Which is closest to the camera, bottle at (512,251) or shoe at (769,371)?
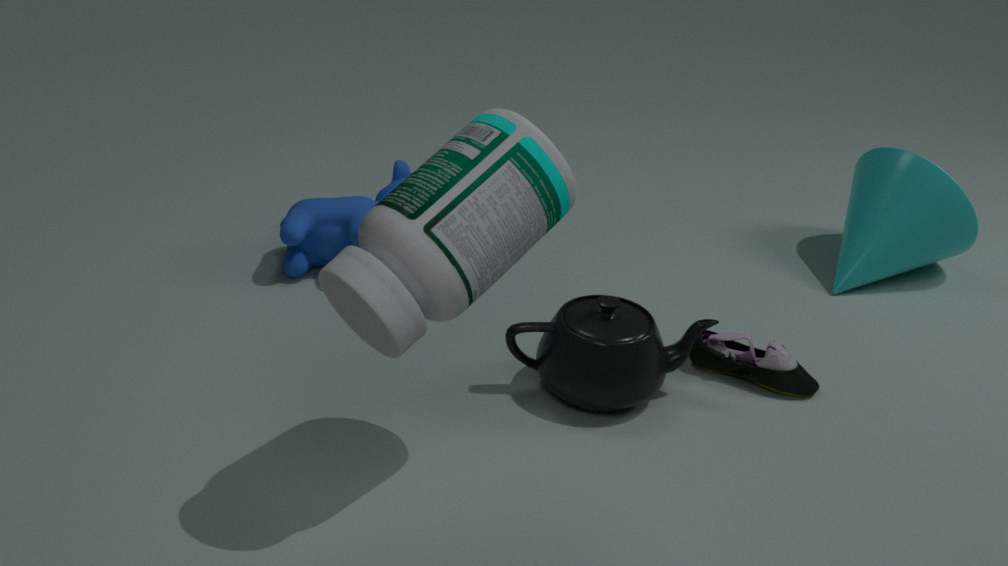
bottle at (512,251)
